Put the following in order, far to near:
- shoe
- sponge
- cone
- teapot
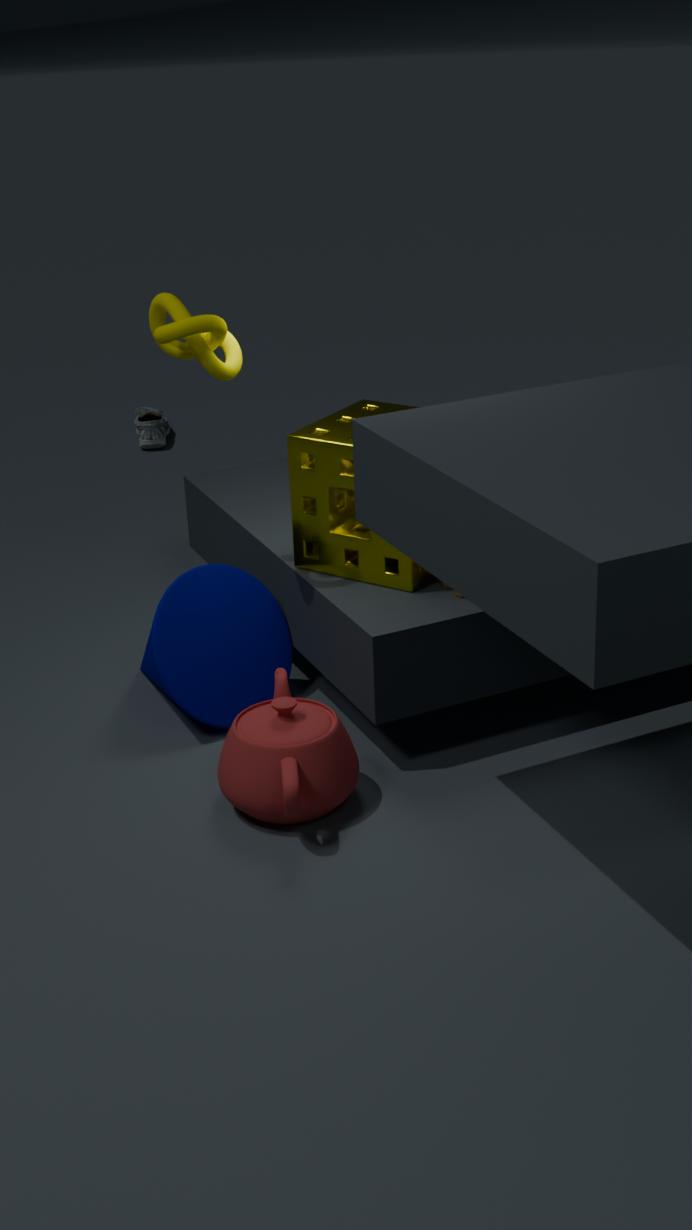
shoe, cone, sponge, teapot
